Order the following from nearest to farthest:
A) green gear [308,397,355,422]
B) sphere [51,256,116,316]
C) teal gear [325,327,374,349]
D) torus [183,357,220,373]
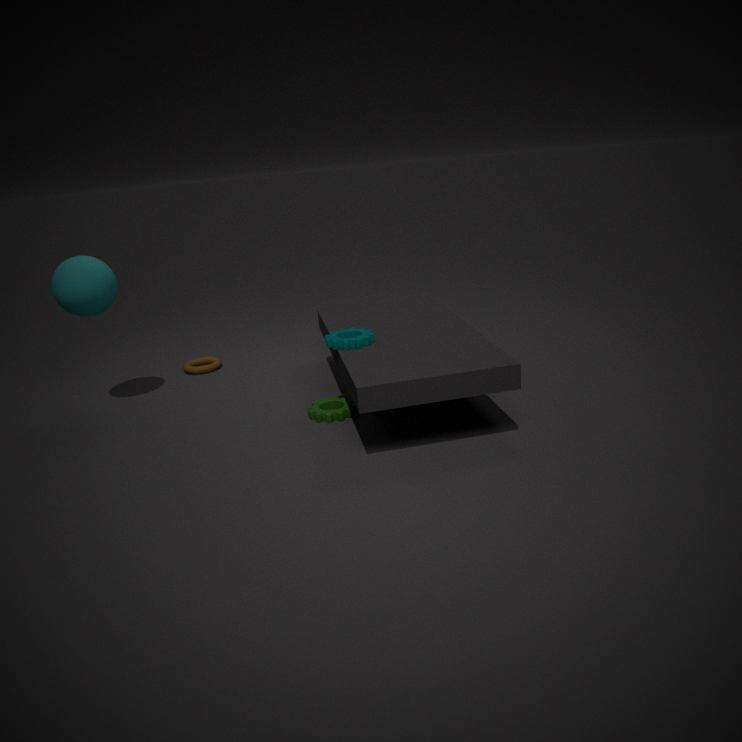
teal gear [325,327,374,349]
green gear [308,397,355,422]
sphere [51,256,116,316]
torus [183,357,220,373]
